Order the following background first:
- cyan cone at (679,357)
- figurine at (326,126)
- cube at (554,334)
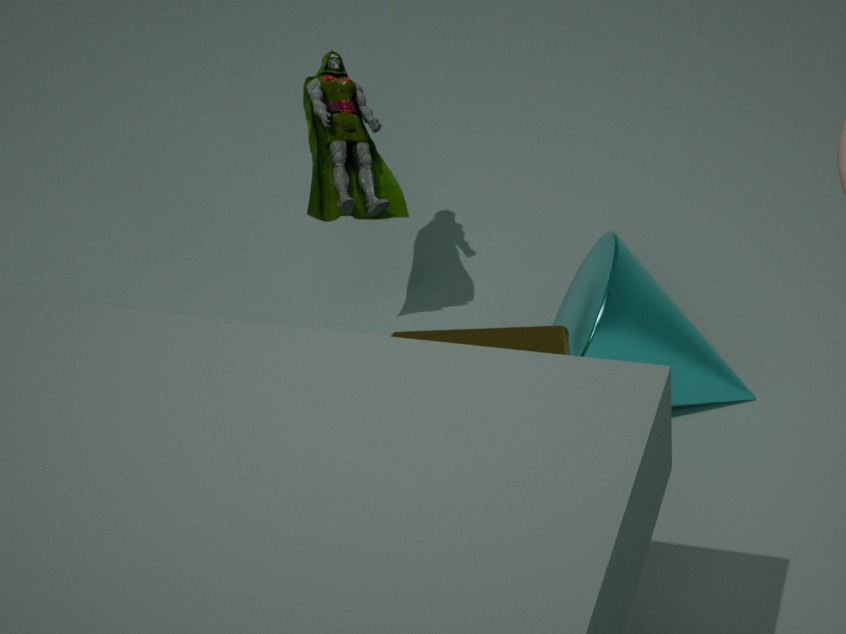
figurine at (326,126), cyan cone at (679,357), cube at (554,334)
